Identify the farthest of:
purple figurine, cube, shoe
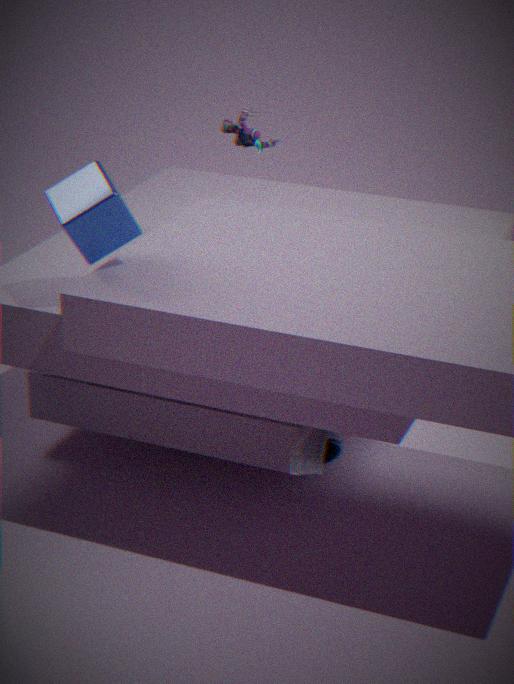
purple figurine
